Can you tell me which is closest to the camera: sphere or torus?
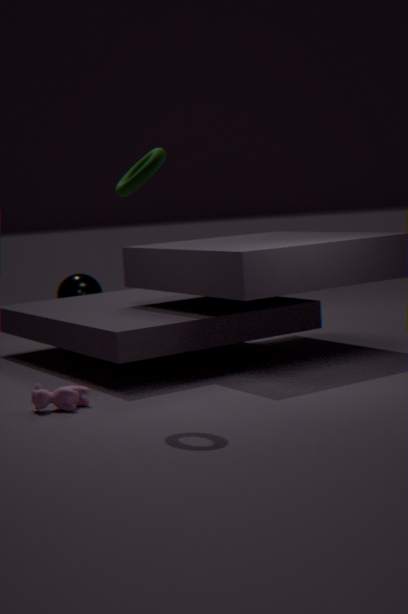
torus
